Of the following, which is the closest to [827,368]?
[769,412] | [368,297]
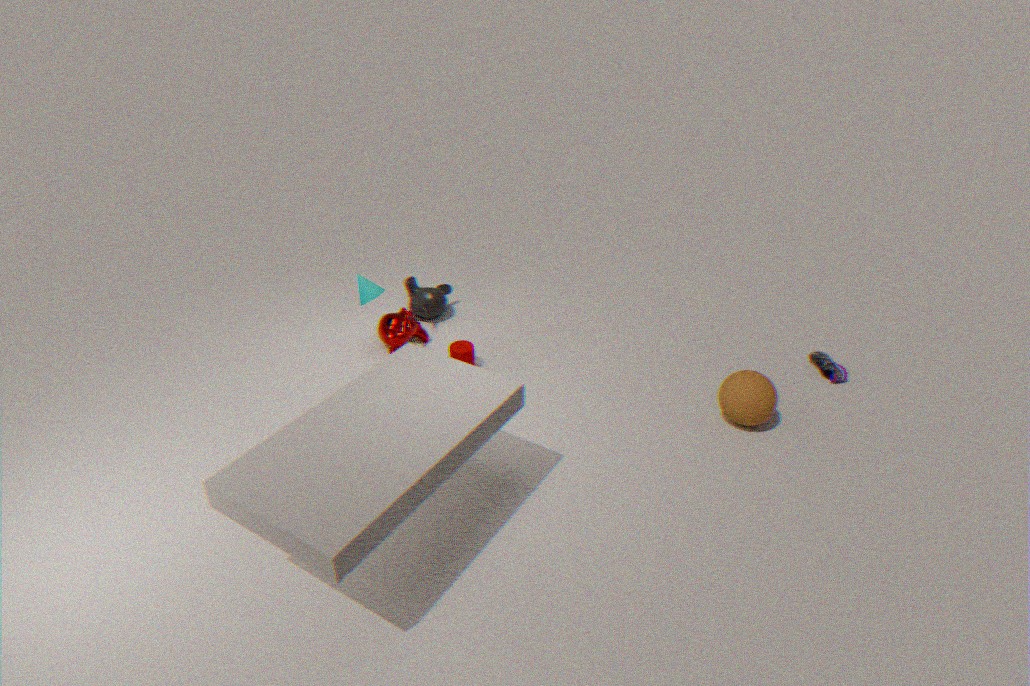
[769,412]
